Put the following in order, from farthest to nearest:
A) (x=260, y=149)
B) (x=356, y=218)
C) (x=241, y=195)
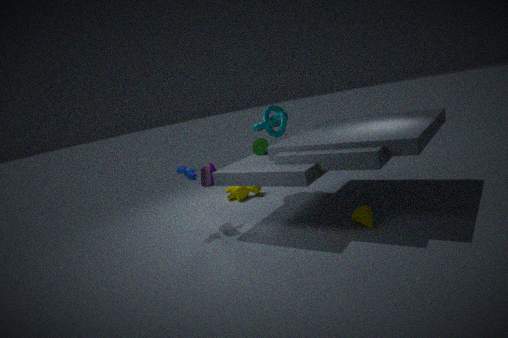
(x=241, y=195)
(x=260, y=149)
(x=356, y=218)
